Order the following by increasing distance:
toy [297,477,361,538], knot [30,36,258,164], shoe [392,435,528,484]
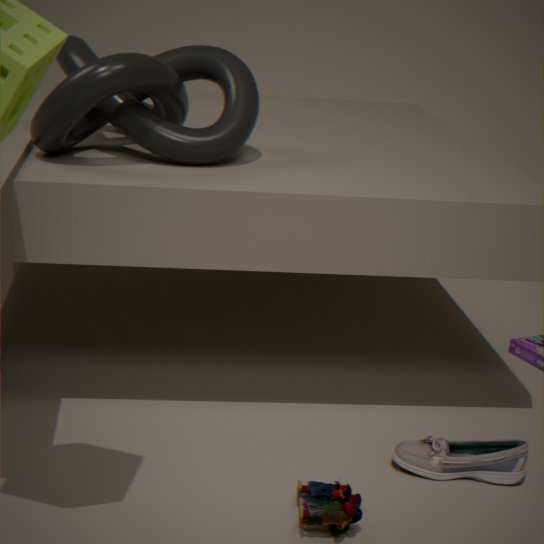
toy [297,477,361,538]
knot [30,36,258,164]
shoe [392,435,528,484]
